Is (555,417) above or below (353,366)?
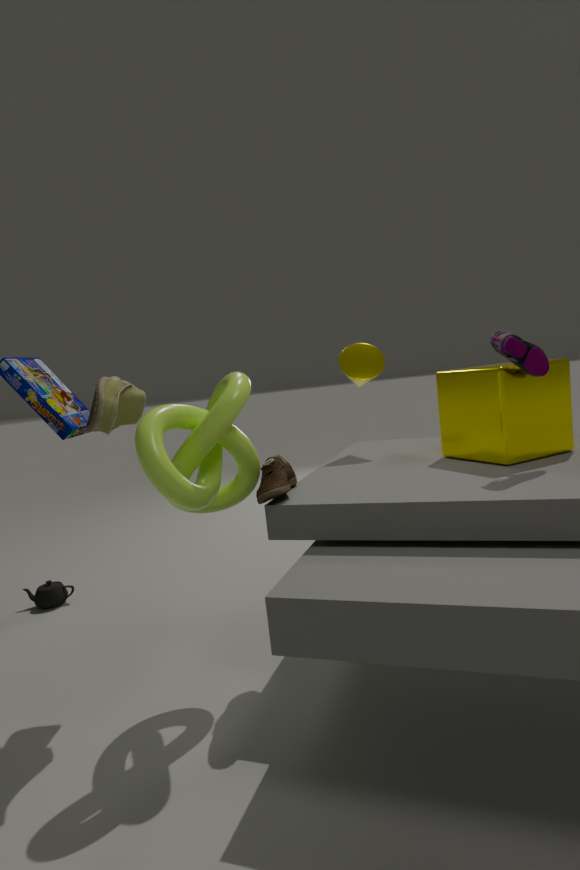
below
